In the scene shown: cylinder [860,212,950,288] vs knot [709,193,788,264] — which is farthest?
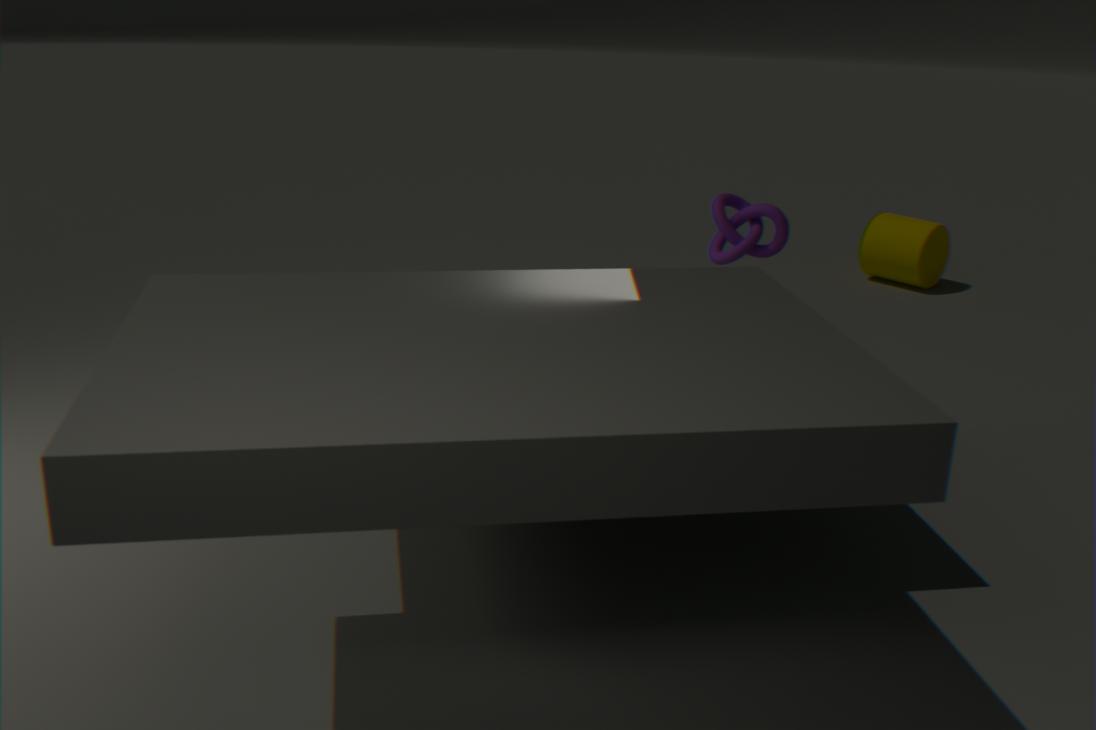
cylinder [860,212,950,288]
